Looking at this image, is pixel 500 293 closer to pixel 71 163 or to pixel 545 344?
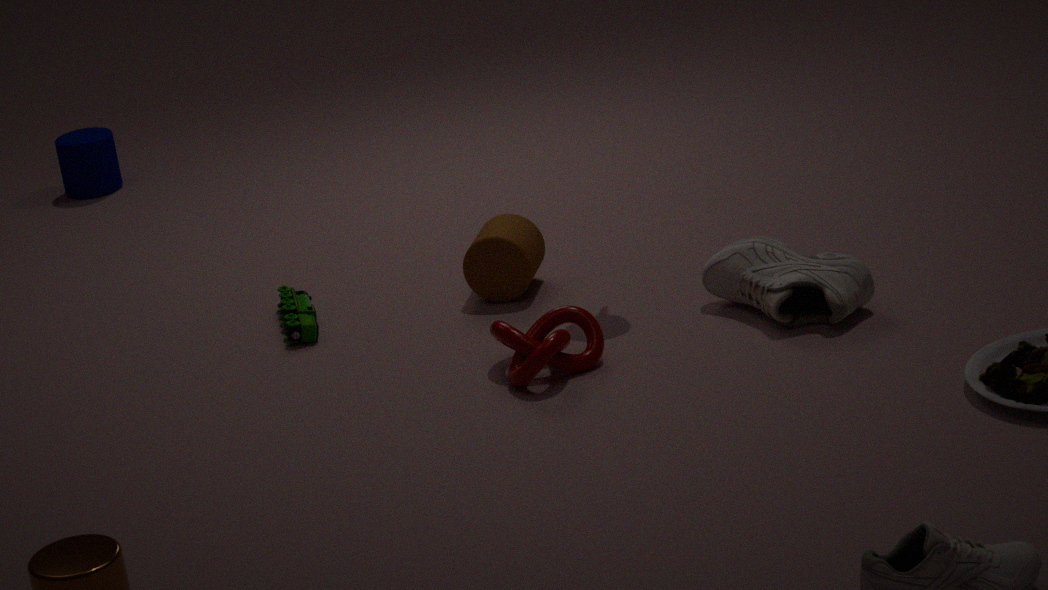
pixel 545 344
